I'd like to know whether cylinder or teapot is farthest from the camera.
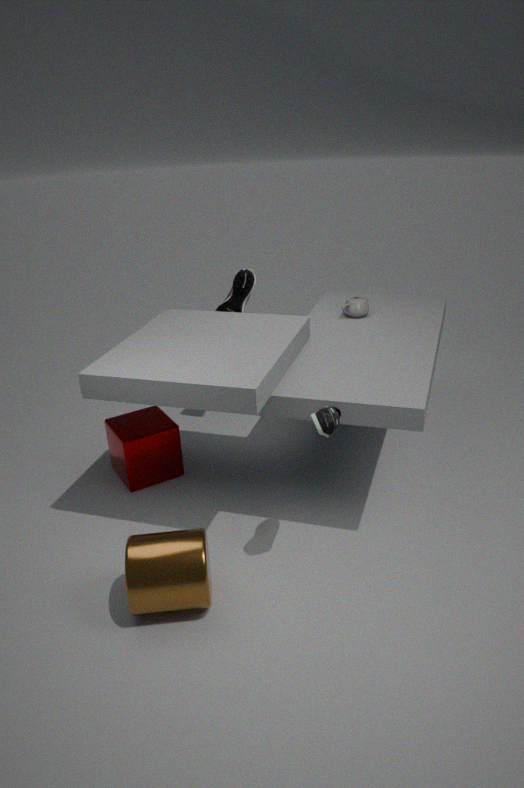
teapot
